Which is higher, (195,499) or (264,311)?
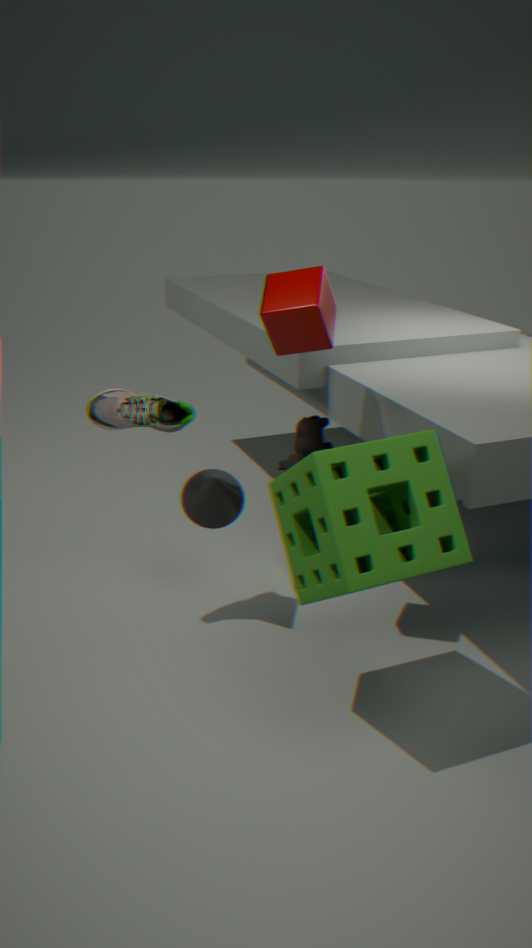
(264,311)
